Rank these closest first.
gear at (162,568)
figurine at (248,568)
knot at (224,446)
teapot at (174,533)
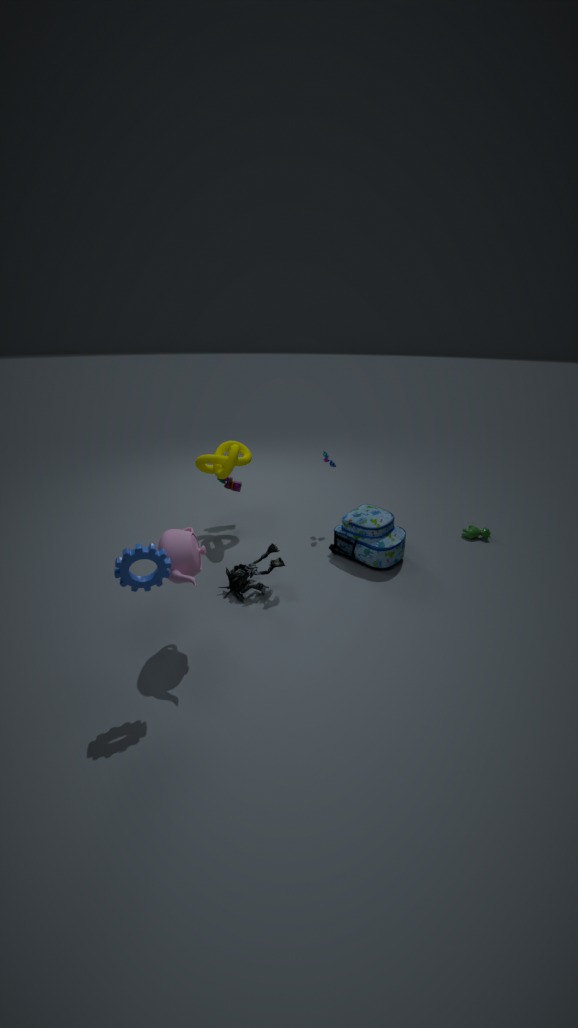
gear at (162,568)
teapot at (174,533)
figurine at (248,568)
knot at (224,446)
